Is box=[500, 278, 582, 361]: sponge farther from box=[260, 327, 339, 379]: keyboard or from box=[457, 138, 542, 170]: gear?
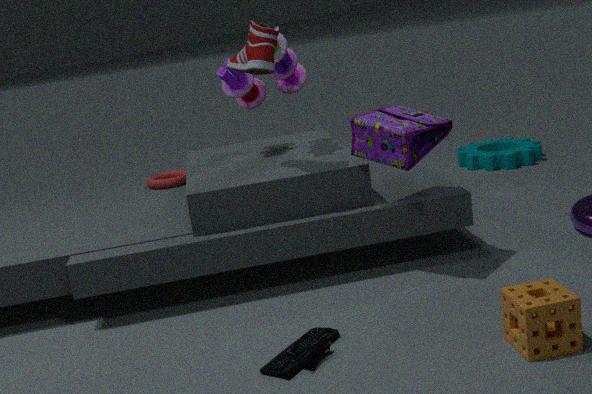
box=[457, 138, 542, 170]: gear
